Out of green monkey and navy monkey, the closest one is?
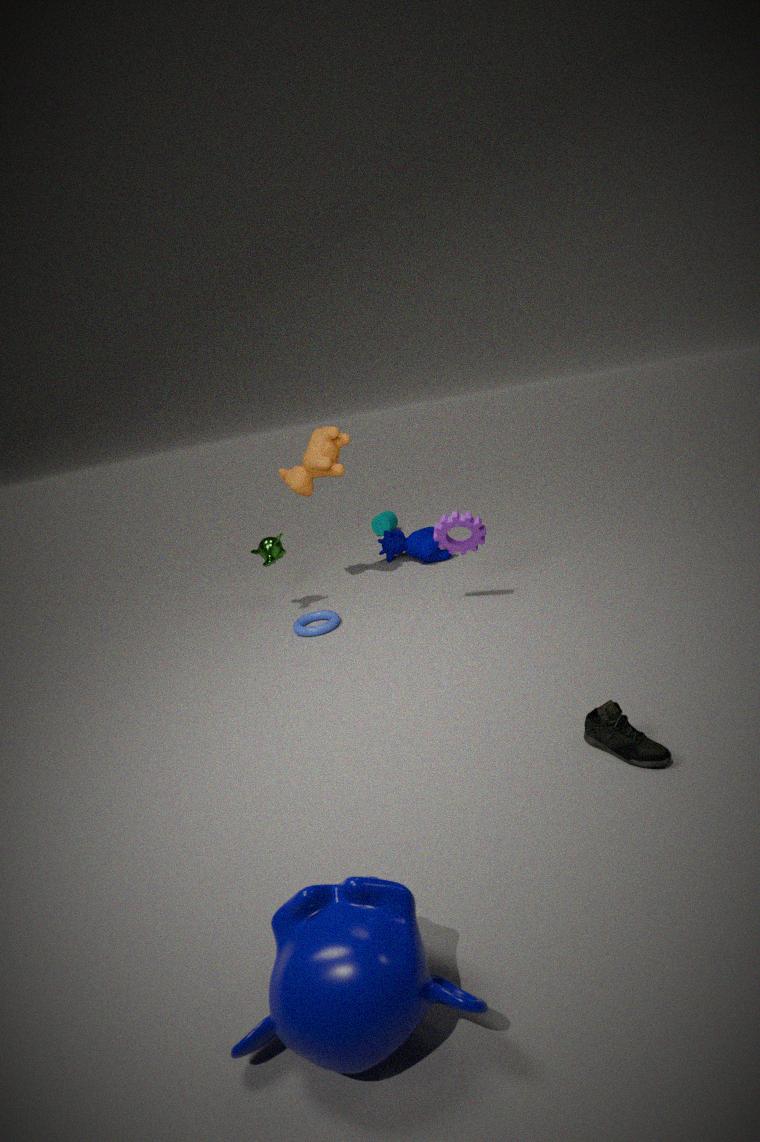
navy monkey
